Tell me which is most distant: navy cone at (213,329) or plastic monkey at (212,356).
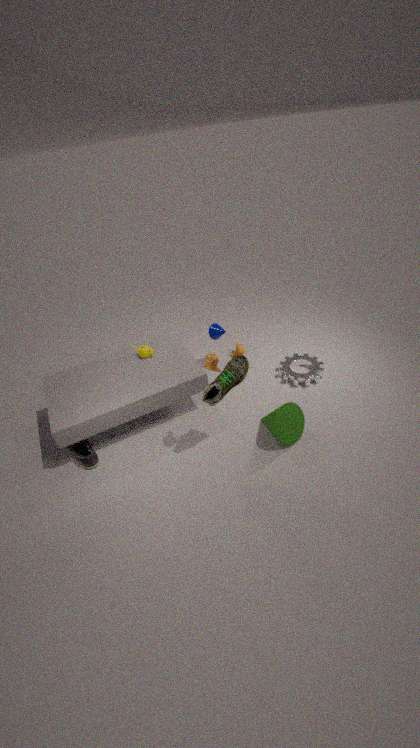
navy cone at (213,329)
